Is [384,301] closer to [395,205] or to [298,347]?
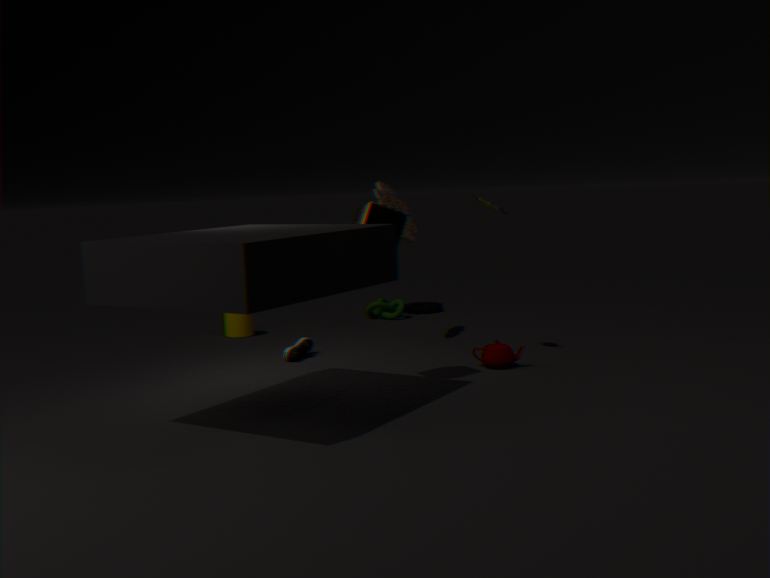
[395,205]
